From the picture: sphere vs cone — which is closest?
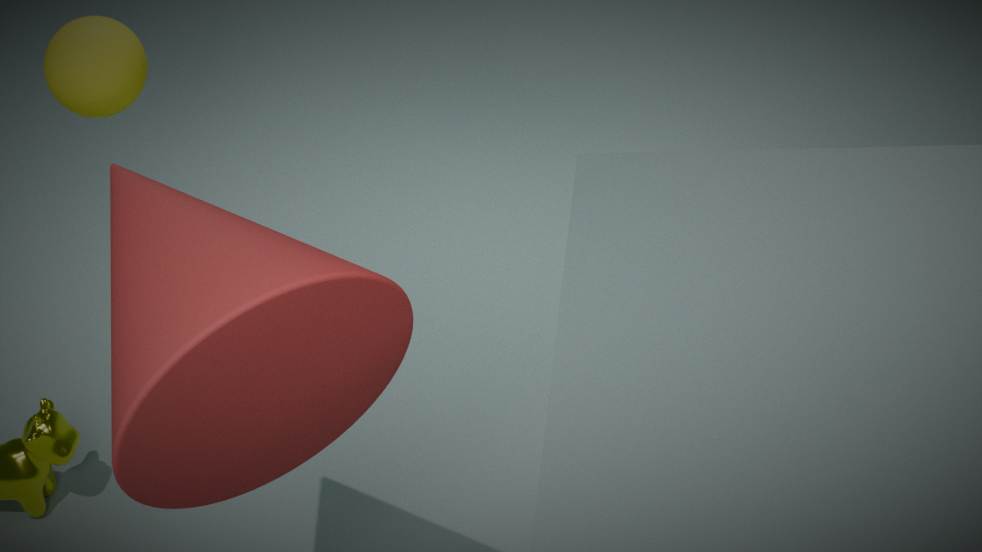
cone
